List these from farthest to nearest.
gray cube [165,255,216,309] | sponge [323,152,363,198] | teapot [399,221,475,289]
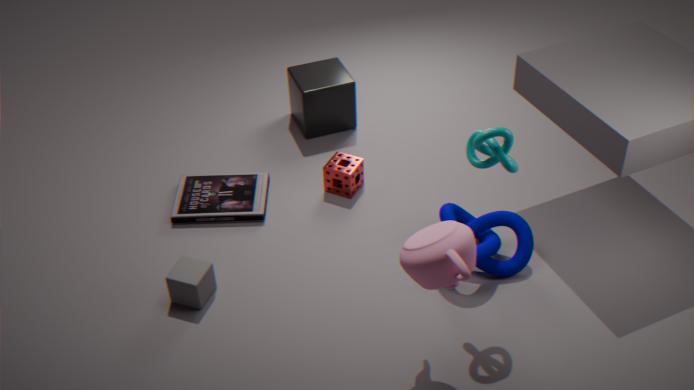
sponge [323,152,363,198] → gray cube [165,255,216,309] → teapot [399,221,475,289]
